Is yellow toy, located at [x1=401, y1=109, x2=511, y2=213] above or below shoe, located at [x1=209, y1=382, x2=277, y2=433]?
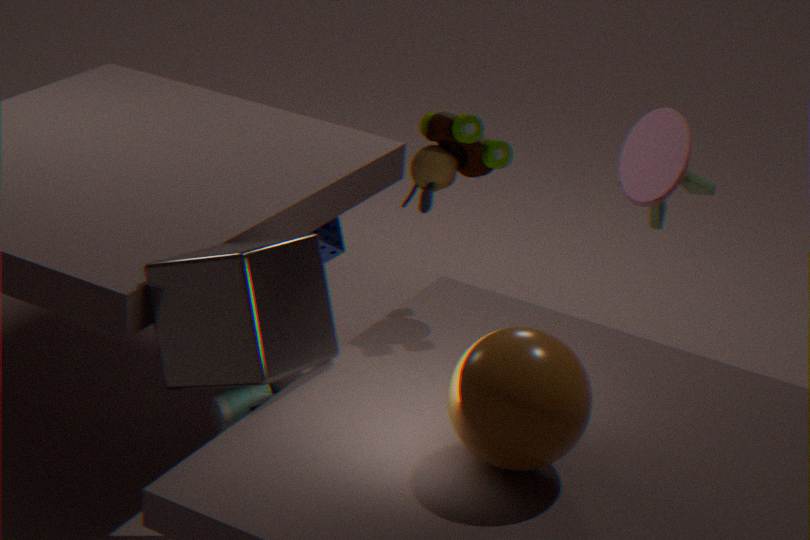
above
